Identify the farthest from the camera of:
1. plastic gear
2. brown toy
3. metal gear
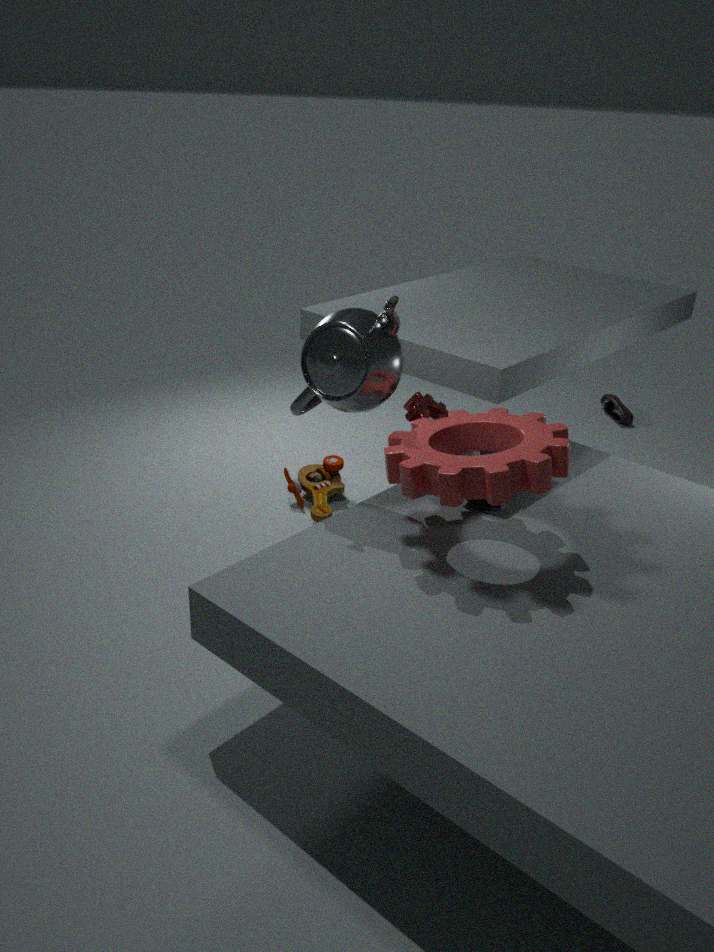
brown toy
